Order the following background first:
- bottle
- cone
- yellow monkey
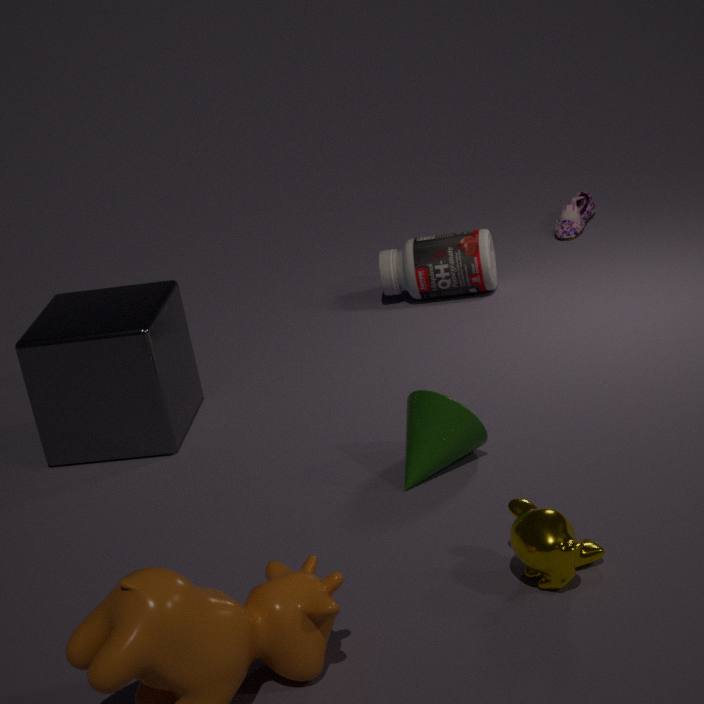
bottle → cone → yellow monkey
